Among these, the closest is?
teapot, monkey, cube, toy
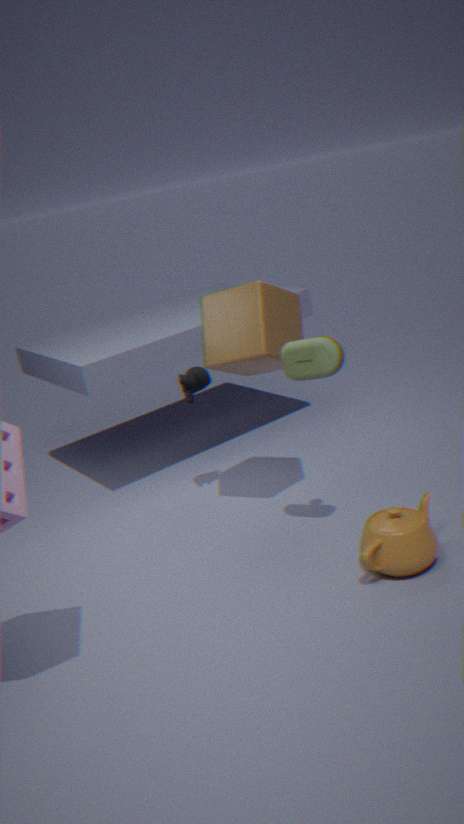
teapot
